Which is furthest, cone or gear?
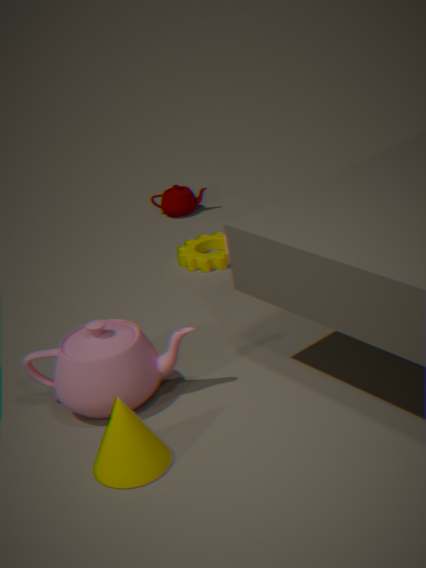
gear
